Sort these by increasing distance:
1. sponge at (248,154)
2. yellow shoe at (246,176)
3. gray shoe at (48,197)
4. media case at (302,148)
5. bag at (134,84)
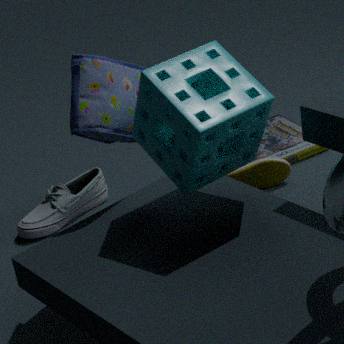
sponge at (248,154)
bag at (134,84)
gray shoe at (48,197)
yellow shoe at (246,176)
media case at (302,148)
